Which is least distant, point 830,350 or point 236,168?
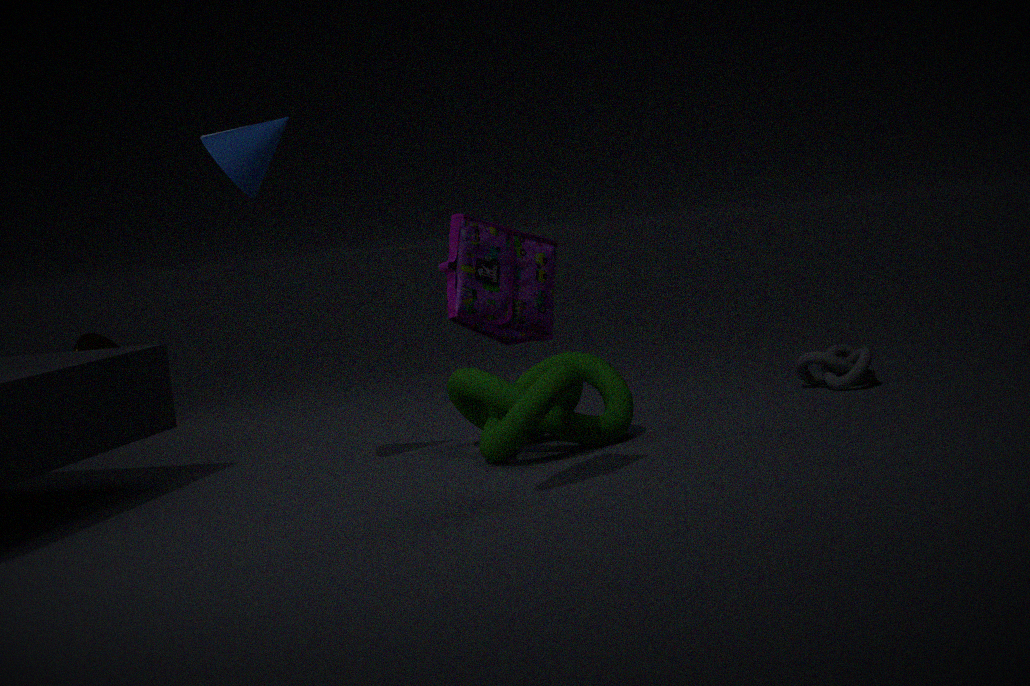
point 236,168
